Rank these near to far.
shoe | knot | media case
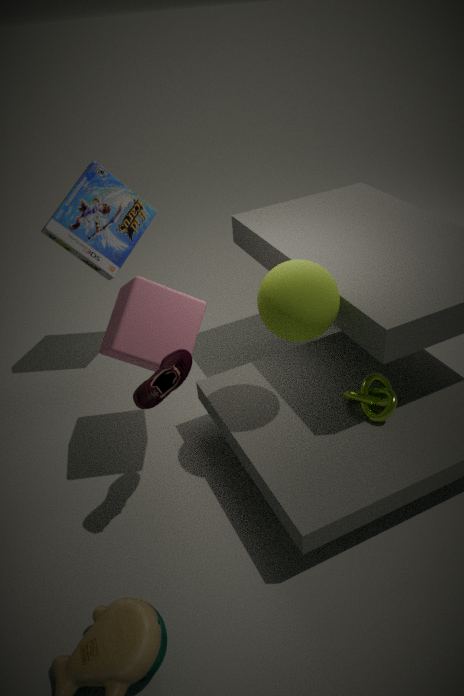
1. shoe
2. knot
3. media case
